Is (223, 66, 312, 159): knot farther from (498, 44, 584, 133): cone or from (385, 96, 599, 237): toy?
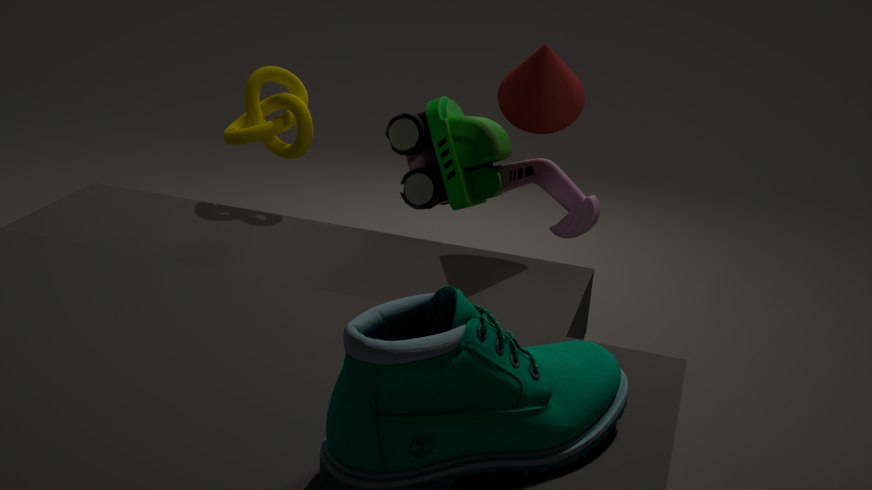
(498, 44, 584, 133): cone
